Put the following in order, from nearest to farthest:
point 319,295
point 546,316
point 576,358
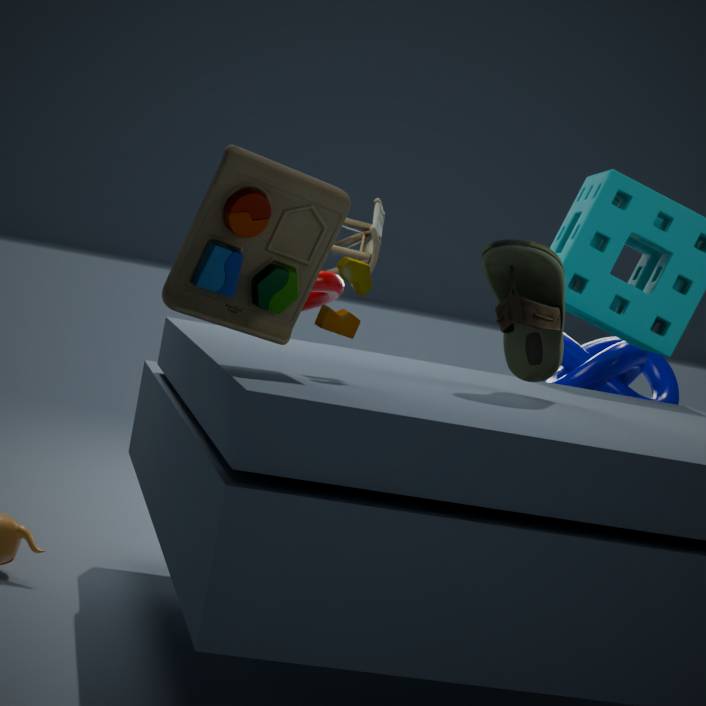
point 546,316
point 319,295
point 576,358
